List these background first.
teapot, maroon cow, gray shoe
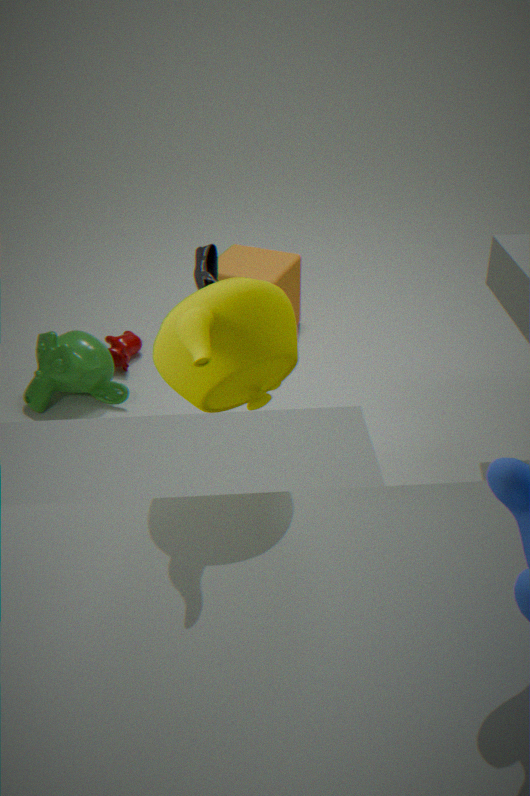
maroon cow, gray shoe, teapot
